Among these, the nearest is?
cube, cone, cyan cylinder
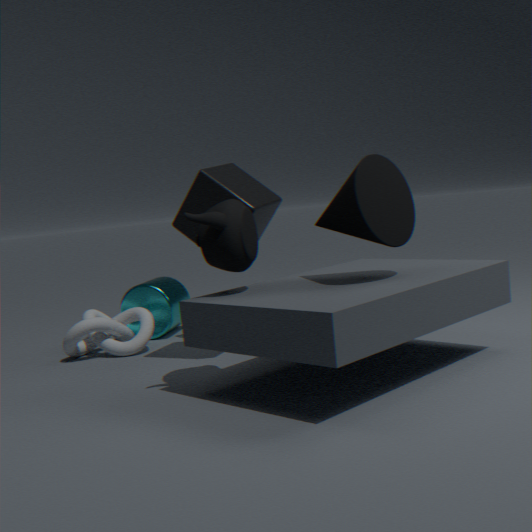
cone
